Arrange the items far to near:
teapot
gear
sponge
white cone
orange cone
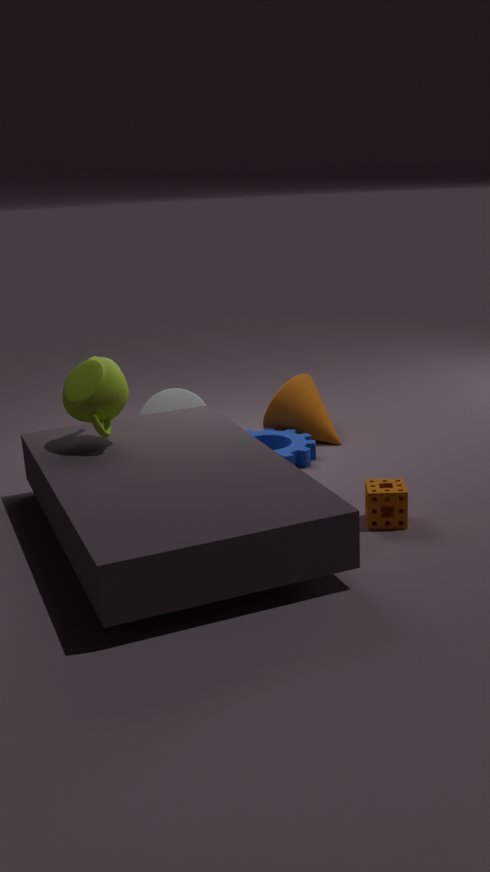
orange cone < white cone < gear < teapot < sponge
